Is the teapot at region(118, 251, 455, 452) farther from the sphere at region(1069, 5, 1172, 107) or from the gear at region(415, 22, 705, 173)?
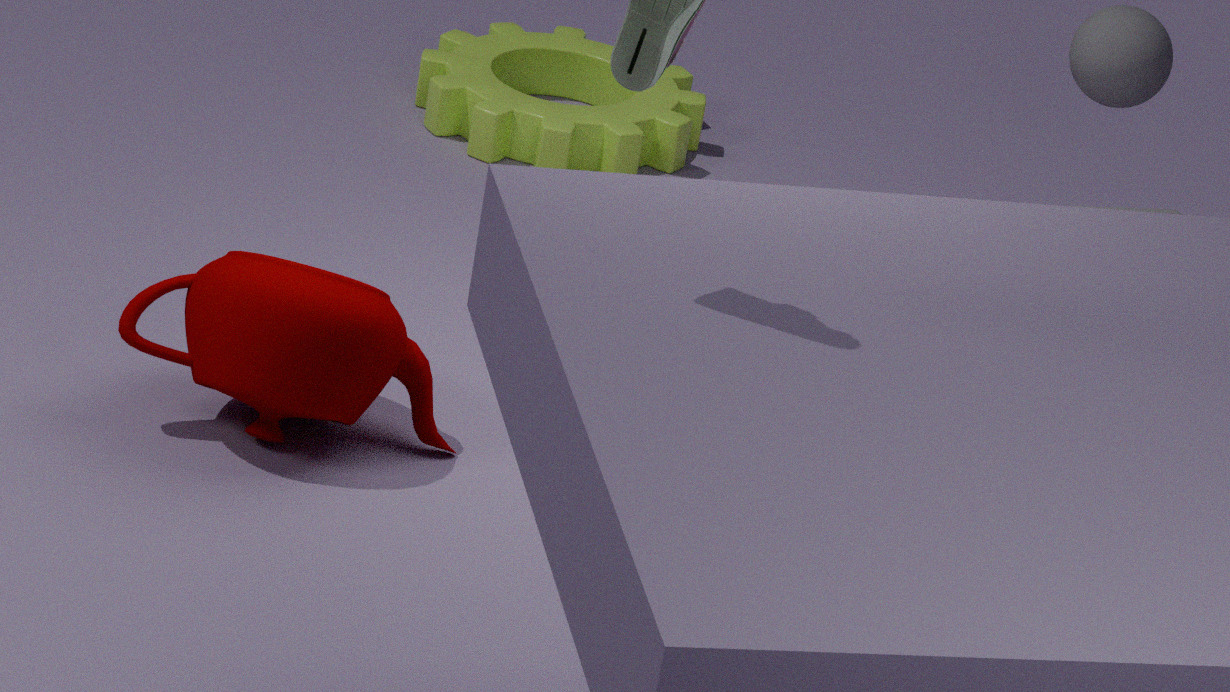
the sphere at region(1069, 5, 1172, 107)
